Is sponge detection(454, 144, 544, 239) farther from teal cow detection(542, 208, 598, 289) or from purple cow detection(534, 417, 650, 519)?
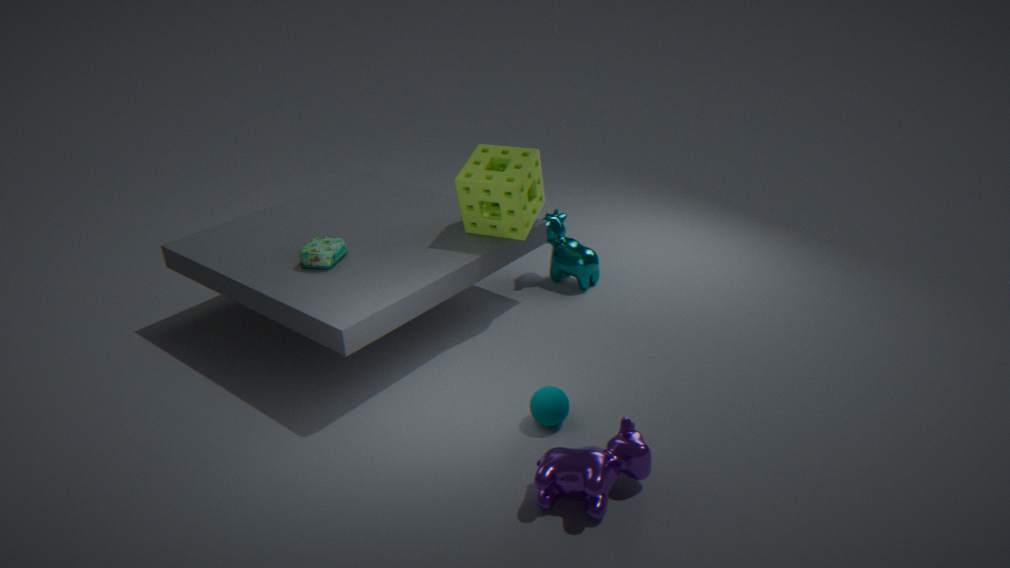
purple cow detection(534, 417, 650, 519)
